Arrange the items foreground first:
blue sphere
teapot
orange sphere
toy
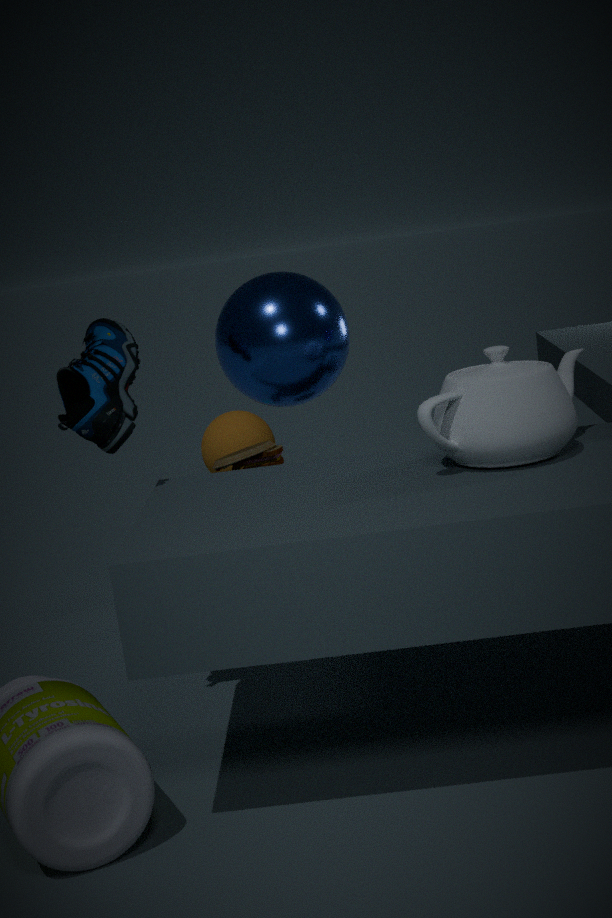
teapot
blue sphere
toy
orange sphere
